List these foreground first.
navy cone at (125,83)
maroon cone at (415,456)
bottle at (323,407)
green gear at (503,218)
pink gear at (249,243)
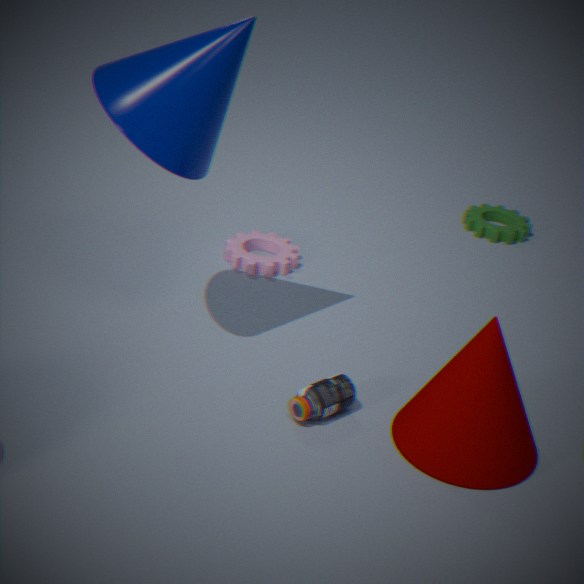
navy cone at (125,83)
maroon cone at (415,456)
bottle at (323,407)
pink gear at (249,243)
green gear at (503,218)
